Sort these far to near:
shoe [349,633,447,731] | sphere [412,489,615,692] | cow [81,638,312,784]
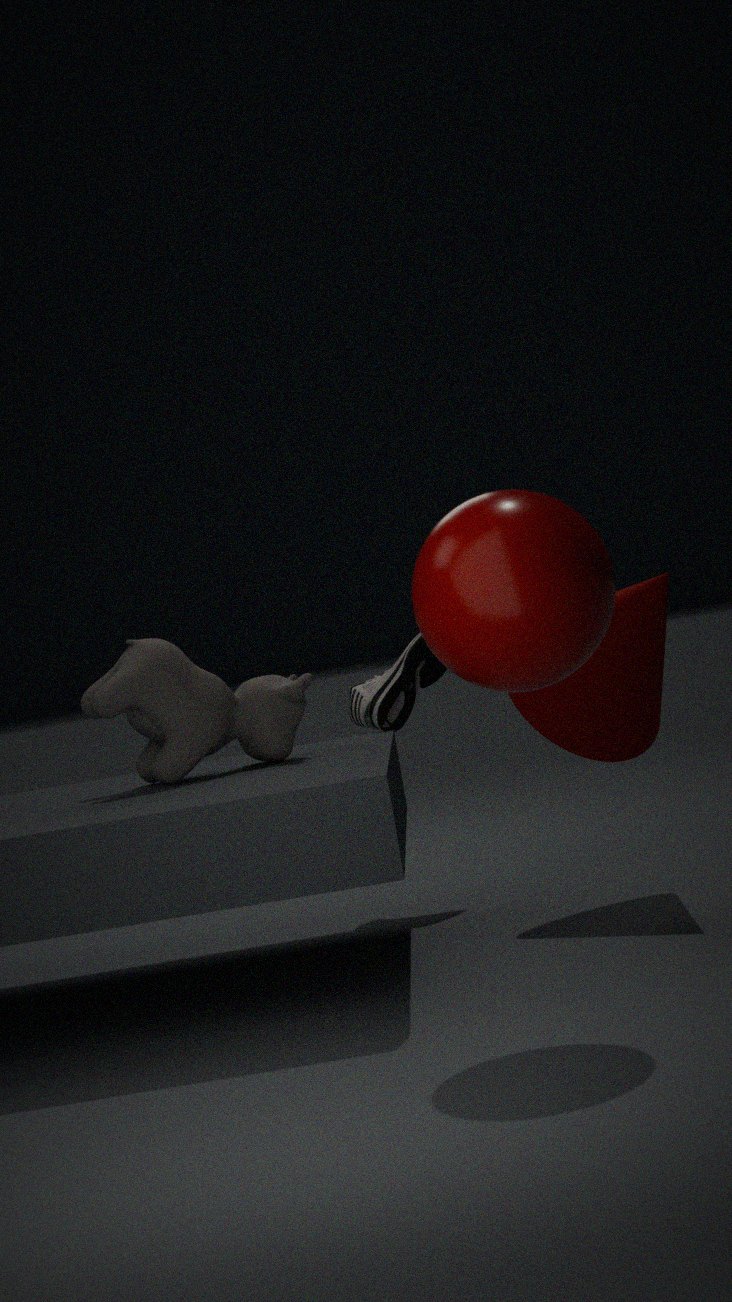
shoe [349,633,447,731] → cow [81,638,312,784] → sphere [412,489,615,692]
